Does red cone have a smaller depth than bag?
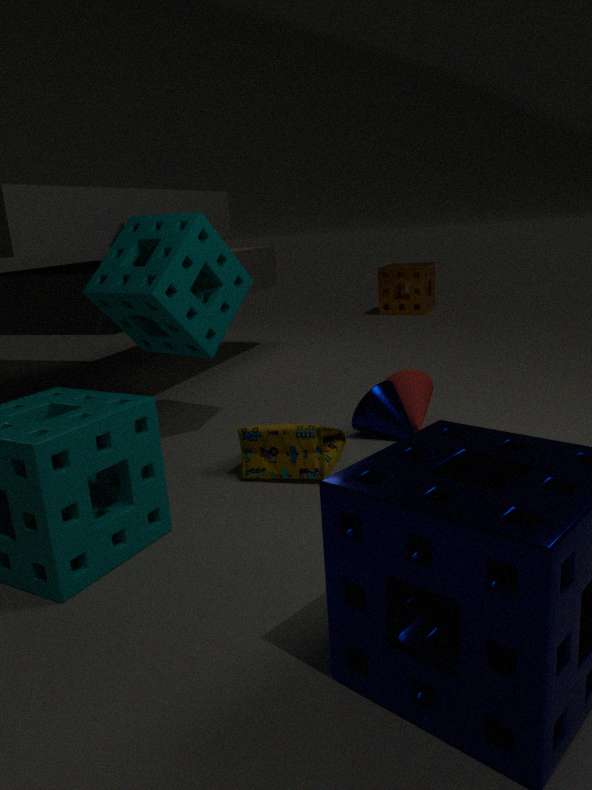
No
